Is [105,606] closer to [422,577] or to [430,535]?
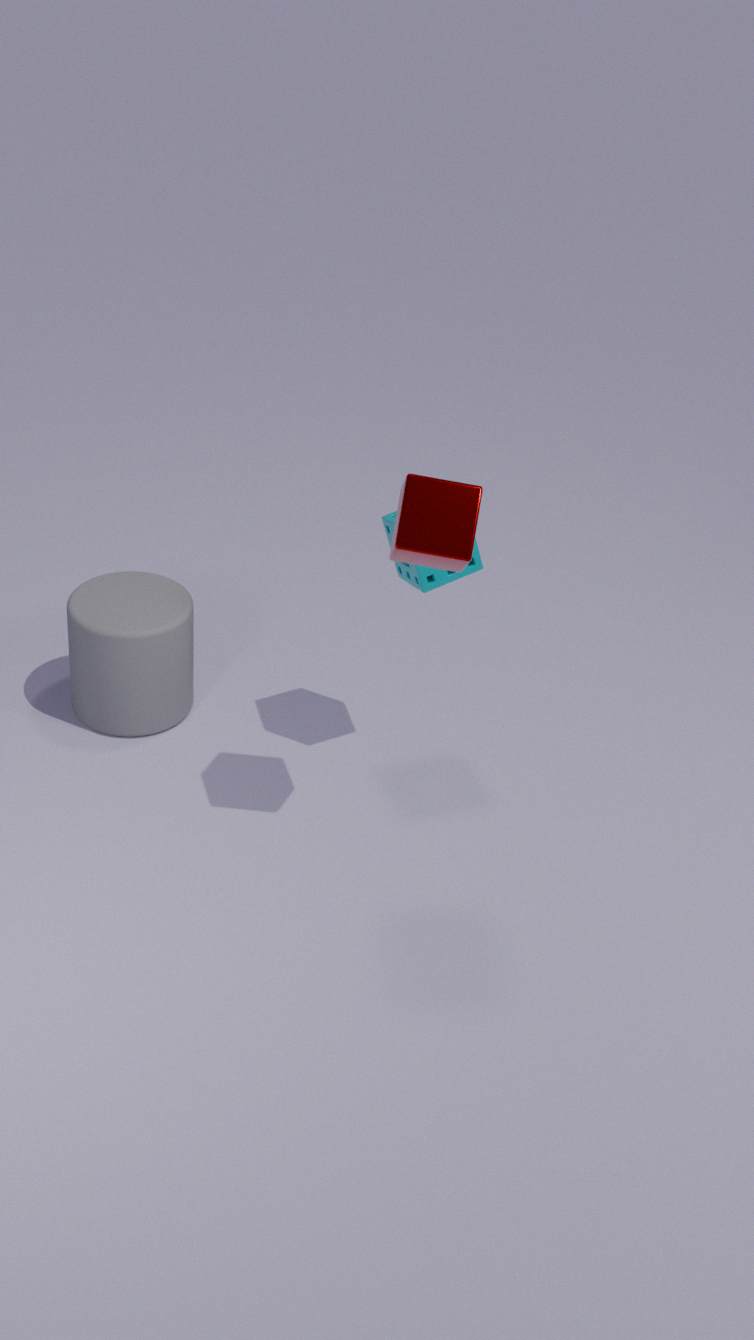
[422,577]
